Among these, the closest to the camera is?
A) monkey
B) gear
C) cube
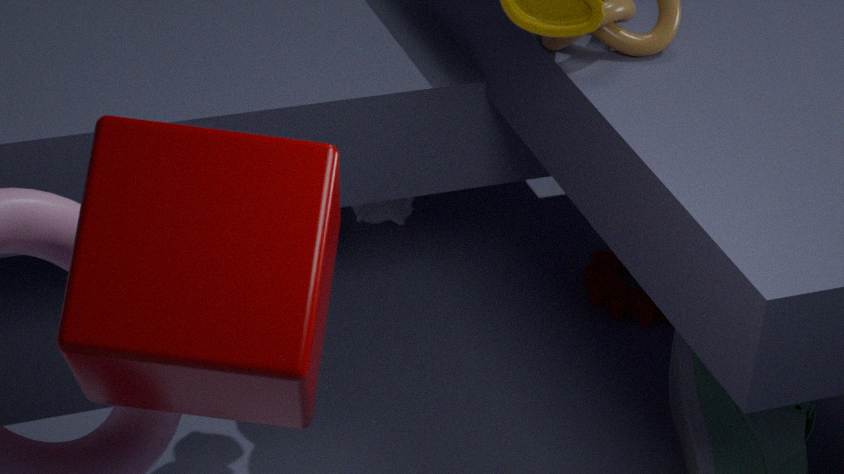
cube
